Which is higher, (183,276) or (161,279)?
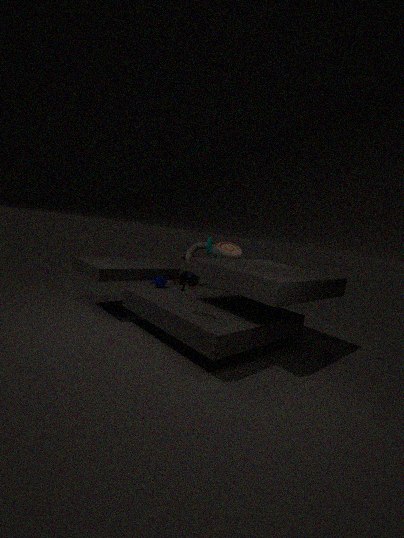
(183,276)
